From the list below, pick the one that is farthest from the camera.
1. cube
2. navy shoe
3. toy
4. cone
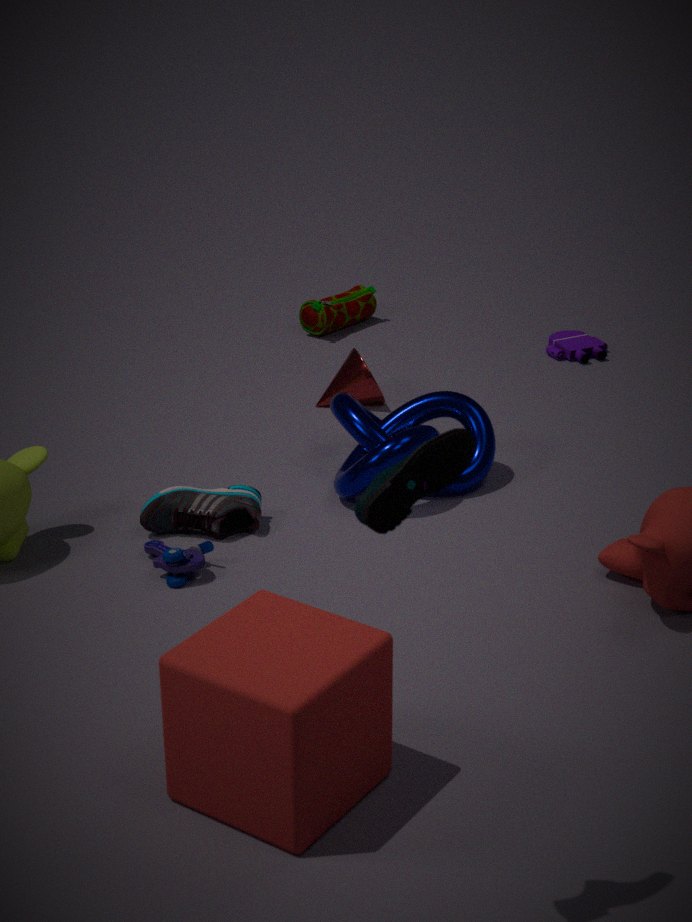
cone
